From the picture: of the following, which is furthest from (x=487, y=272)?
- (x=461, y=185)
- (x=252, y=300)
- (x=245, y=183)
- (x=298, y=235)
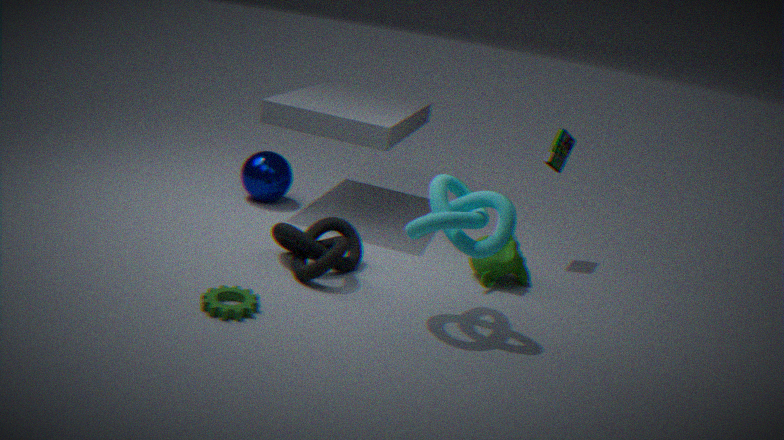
(x=245, y=183)
